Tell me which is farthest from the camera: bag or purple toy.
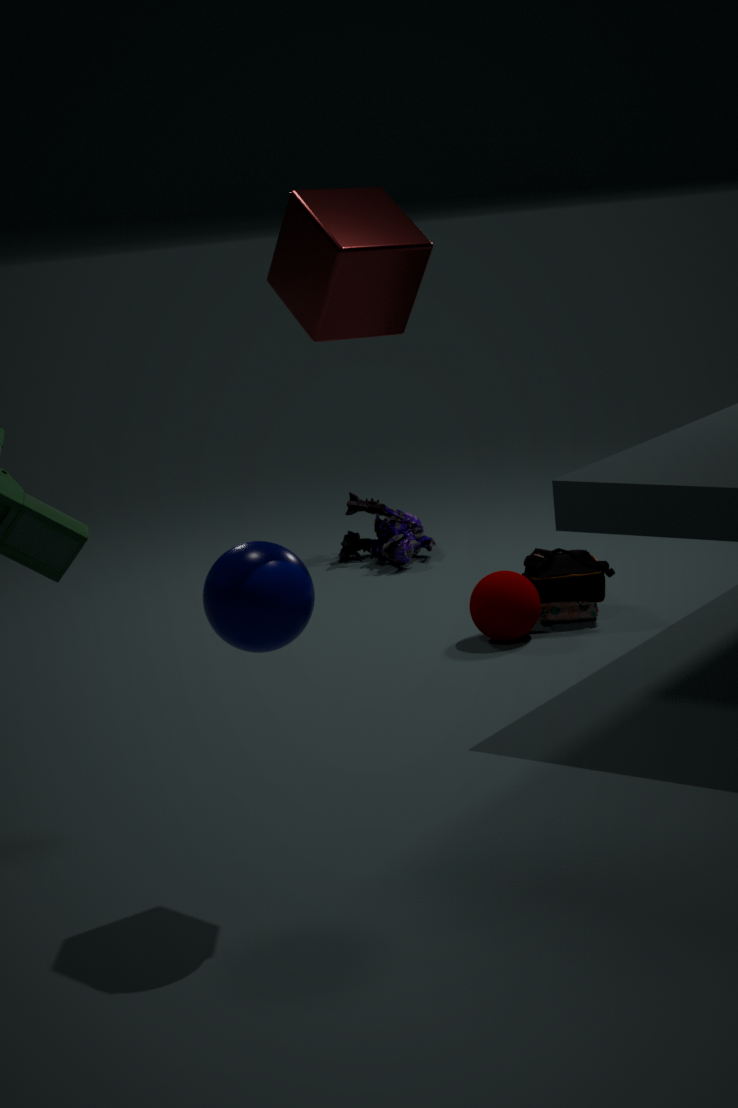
purple toy
